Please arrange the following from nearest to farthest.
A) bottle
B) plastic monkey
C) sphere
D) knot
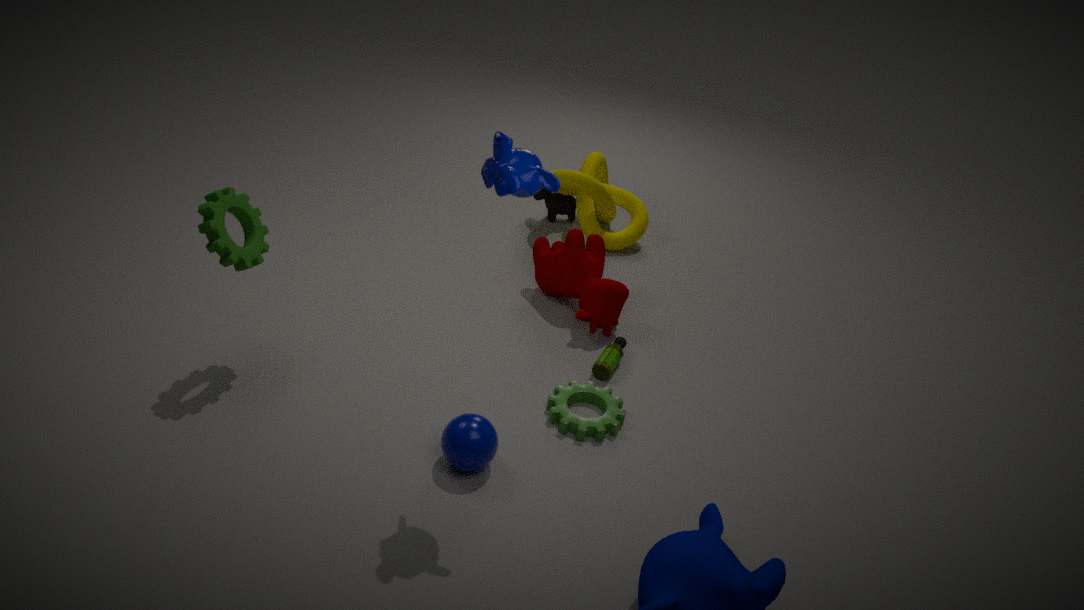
plastic monkey
sphere
bottle
knot
